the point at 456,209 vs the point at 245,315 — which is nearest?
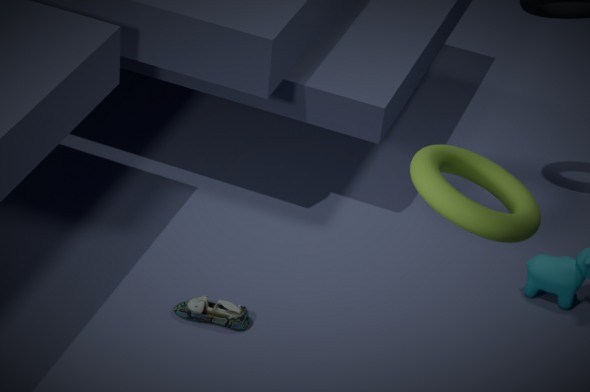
the point at 456,209
